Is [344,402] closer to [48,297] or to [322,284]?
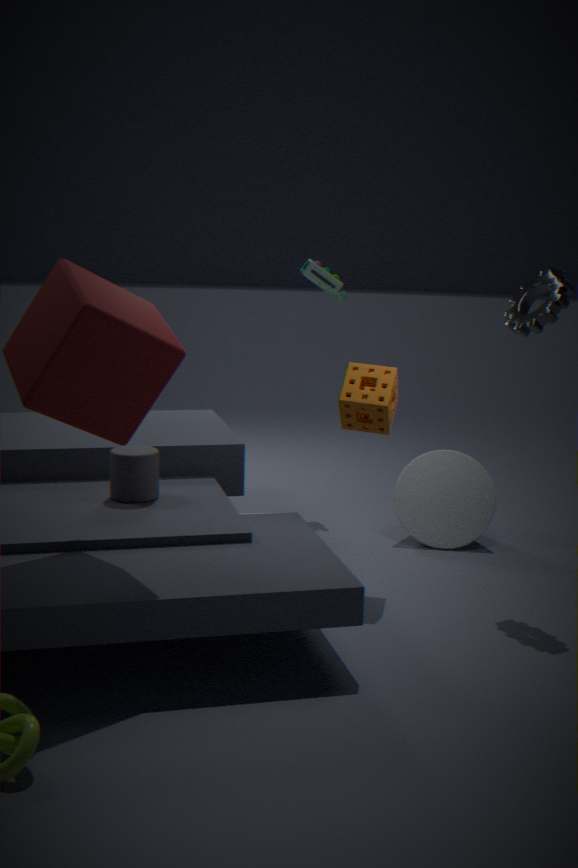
[48,297]
